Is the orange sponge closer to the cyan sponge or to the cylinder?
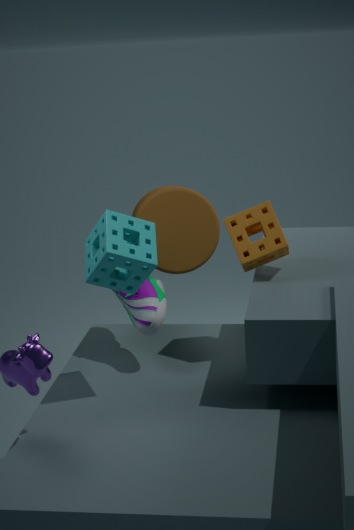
the cylinder
